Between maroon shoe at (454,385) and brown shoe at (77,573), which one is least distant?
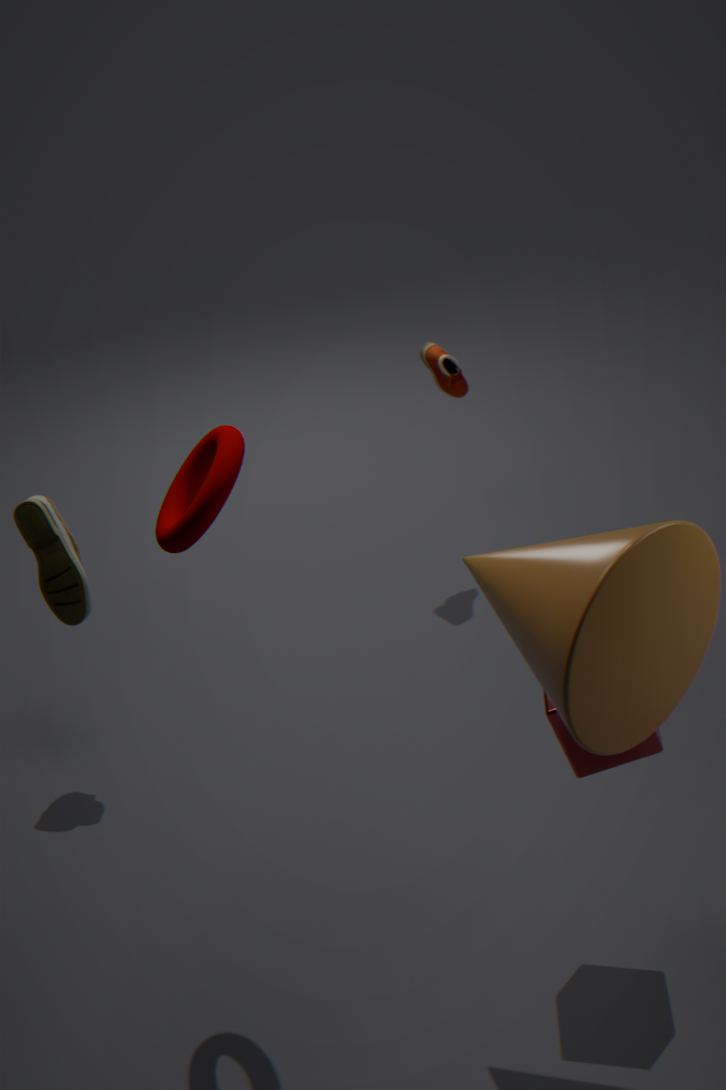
brown shoe at (77,573)
